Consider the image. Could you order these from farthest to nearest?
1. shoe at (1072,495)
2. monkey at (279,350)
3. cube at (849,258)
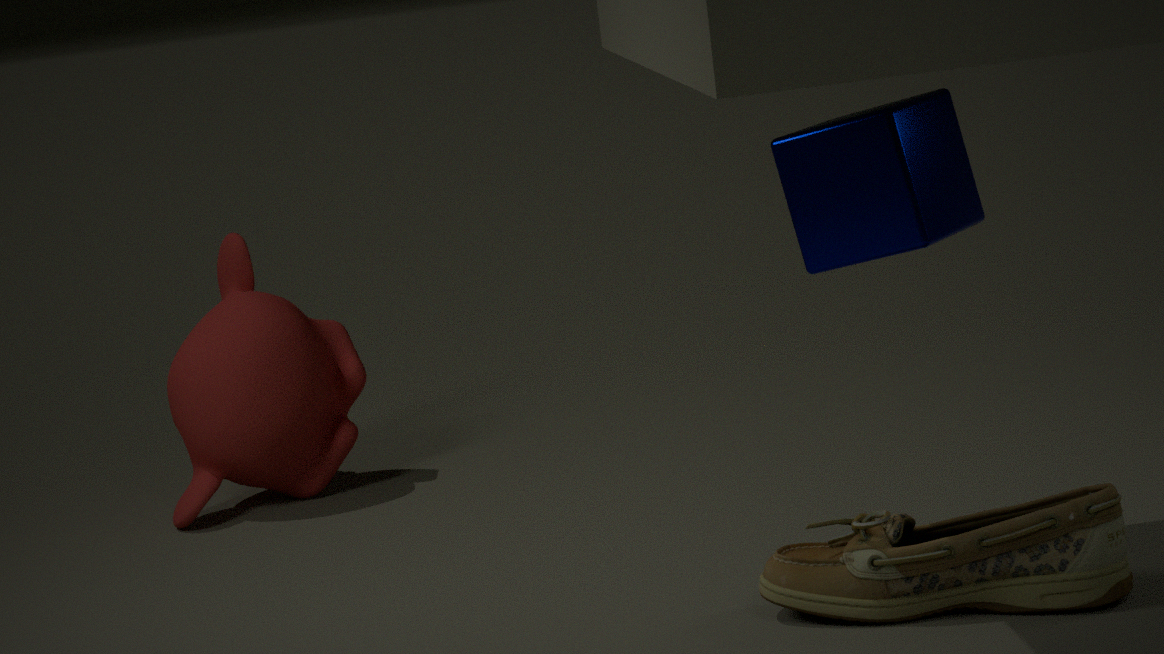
monkey at (279,350)
cube at (849,258)
shoe at (1072,495)
